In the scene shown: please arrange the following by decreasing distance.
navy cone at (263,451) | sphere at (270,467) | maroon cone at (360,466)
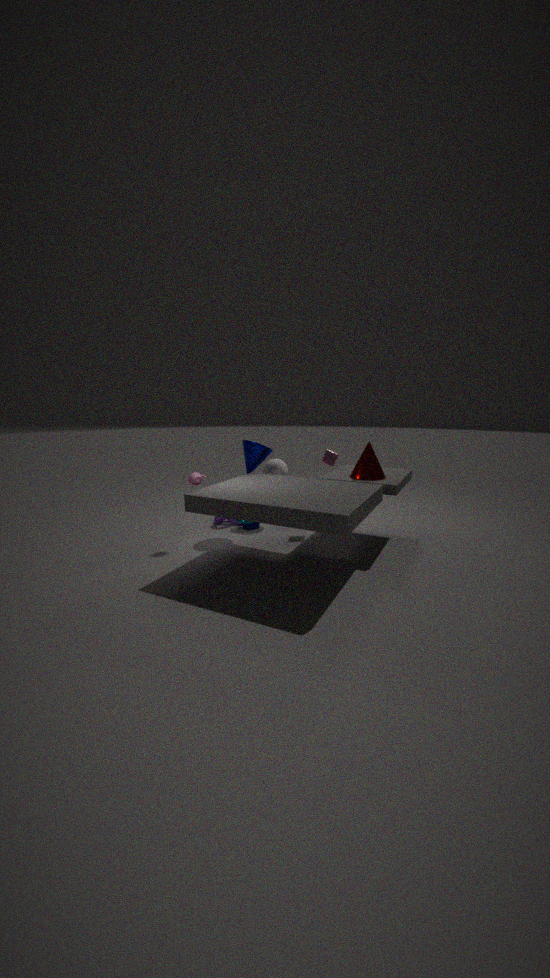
sphere at (270,467)
navy cone at (263,451)
maroon cone at (360,466)
